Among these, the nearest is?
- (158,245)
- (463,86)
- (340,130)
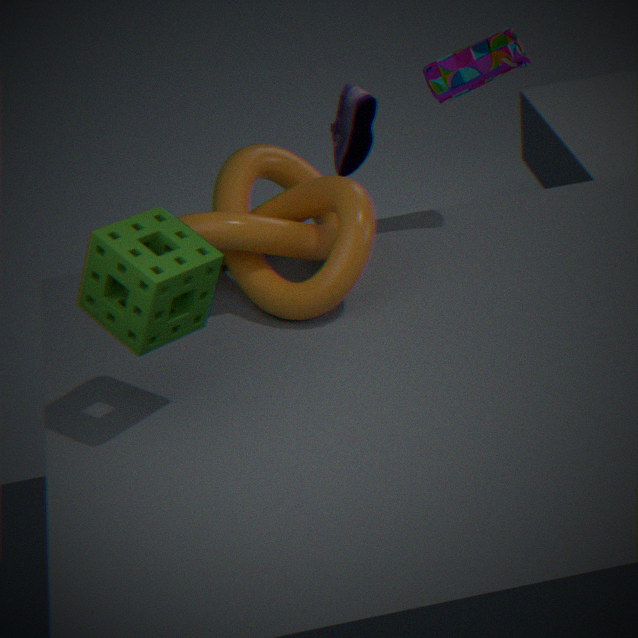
(158,245)
